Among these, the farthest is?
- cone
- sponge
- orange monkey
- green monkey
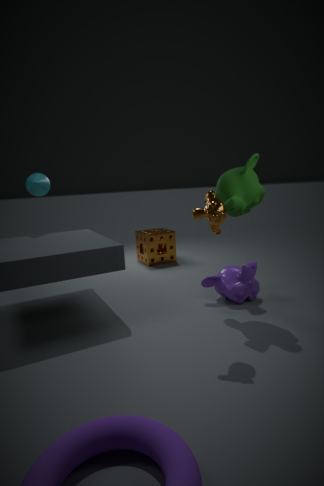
sponge
